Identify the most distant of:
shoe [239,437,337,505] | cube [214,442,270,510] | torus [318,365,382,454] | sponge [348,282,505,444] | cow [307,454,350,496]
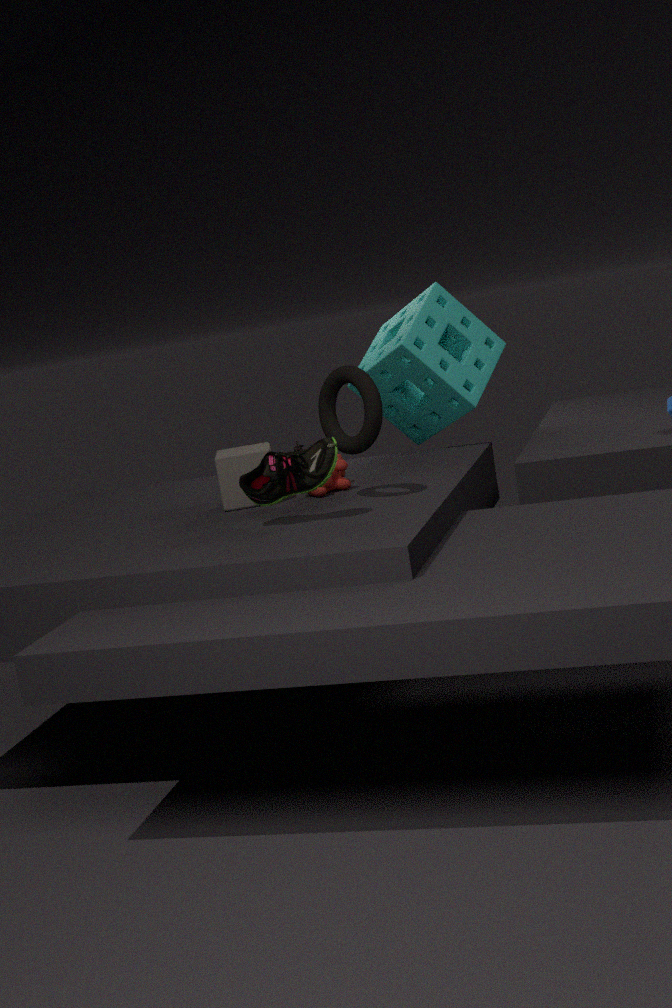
sponge [348,282,505,444]
